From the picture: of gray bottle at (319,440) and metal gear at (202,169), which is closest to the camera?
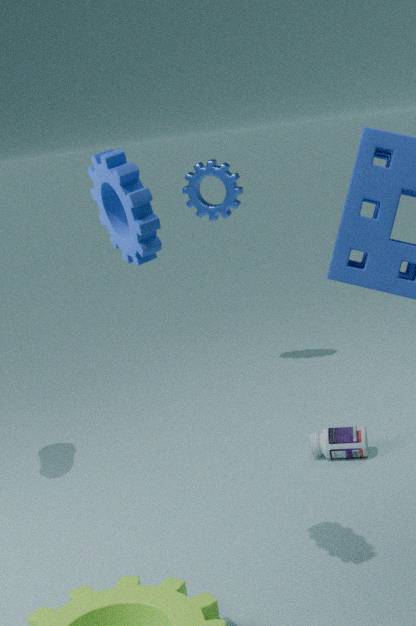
gray bottle at (319,440)
